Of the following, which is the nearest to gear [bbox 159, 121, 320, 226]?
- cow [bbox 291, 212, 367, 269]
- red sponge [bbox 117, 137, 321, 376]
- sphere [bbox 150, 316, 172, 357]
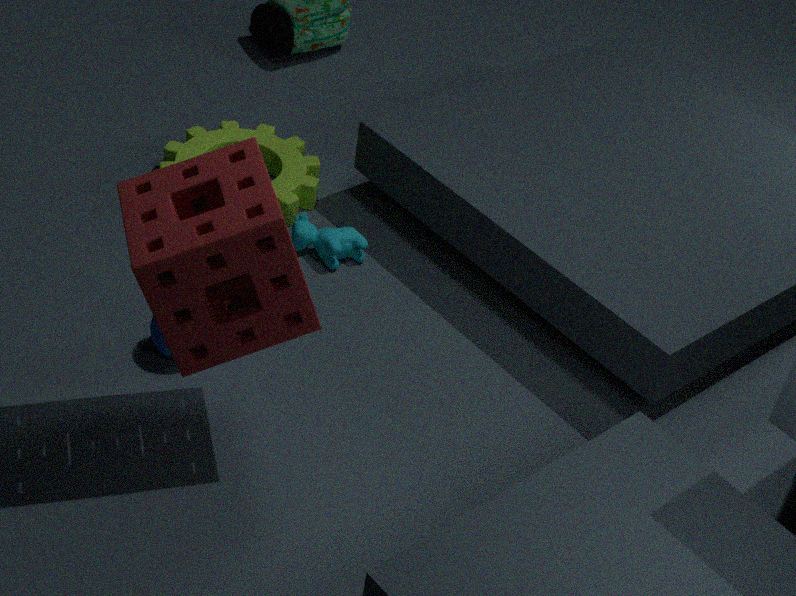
cow [bbox 291, 212, 367, 269]
